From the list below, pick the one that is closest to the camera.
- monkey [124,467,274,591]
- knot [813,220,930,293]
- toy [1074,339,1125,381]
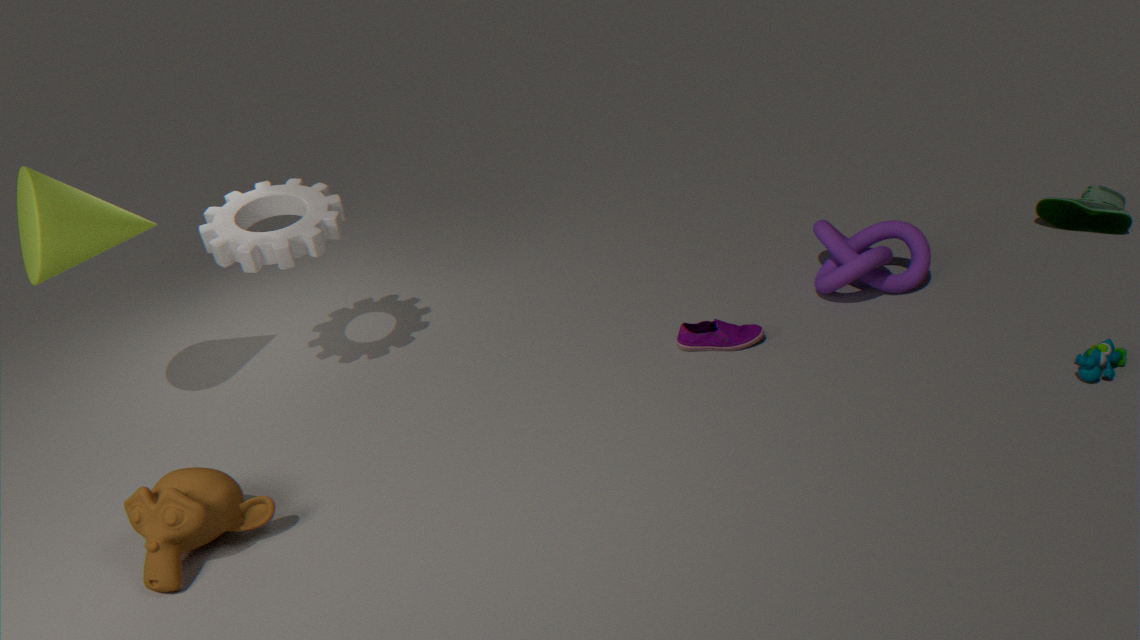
monkey [124,467,274,591]
